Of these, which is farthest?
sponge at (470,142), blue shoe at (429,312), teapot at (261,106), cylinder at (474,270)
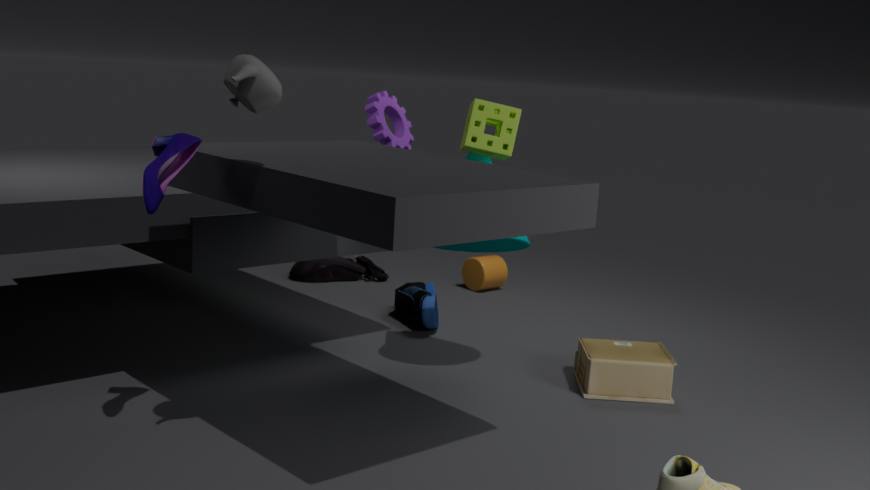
cylinder at (474,270)
